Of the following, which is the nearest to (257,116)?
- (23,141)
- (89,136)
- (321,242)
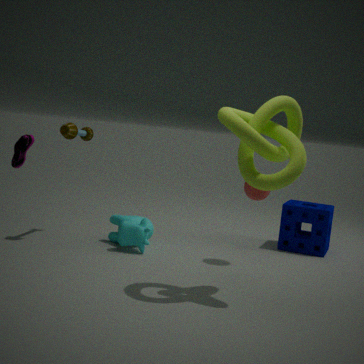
(23,141)
